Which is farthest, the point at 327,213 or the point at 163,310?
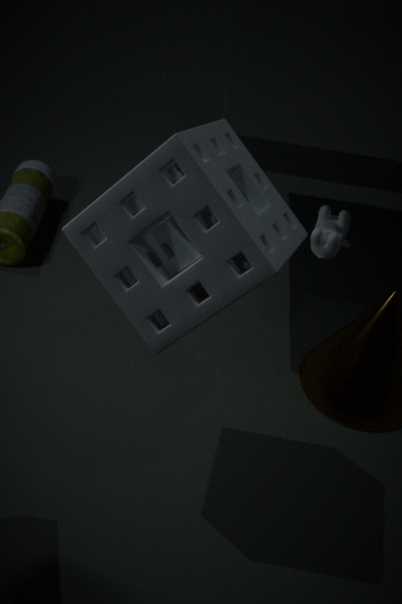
the point at 327,213
